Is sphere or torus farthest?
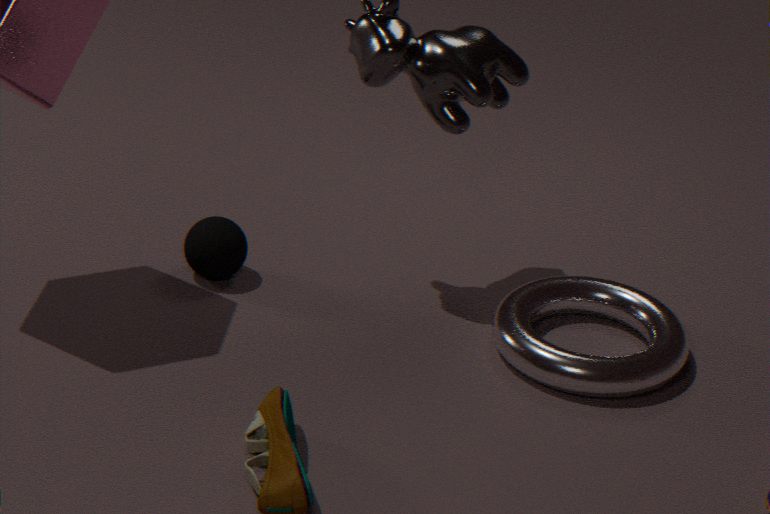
sphere
